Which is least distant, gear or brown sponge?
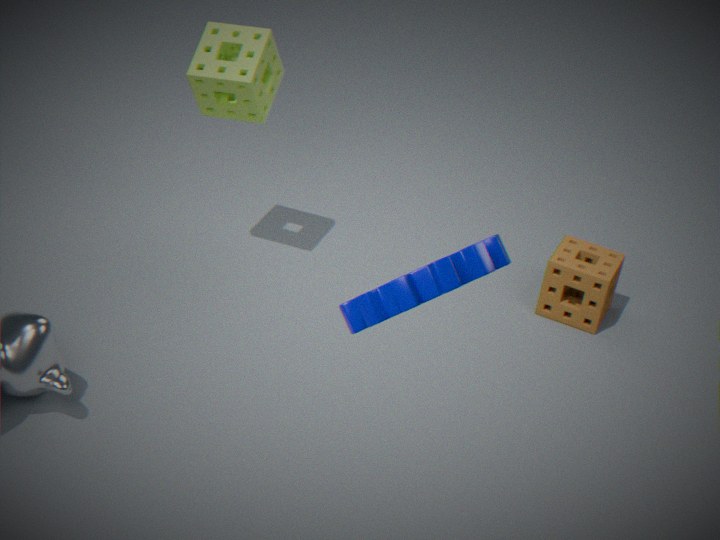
gear
